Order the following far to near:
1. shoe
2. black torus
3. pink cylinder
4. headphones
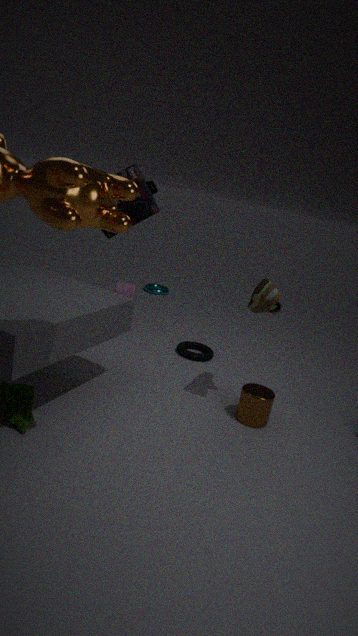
pink cylinder < black torus < headphones < shoe
